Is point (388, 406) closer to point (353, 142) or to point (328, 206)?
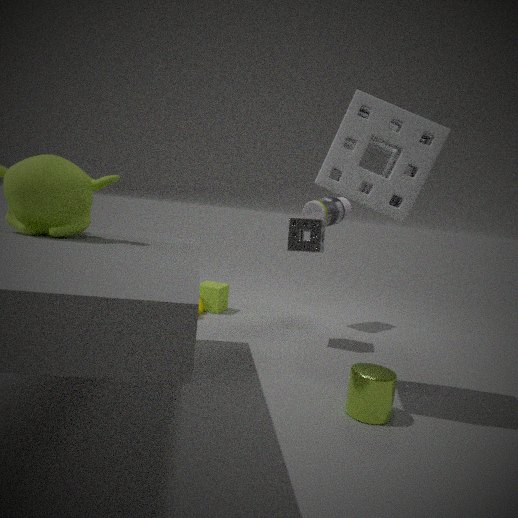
point (353, 142)
